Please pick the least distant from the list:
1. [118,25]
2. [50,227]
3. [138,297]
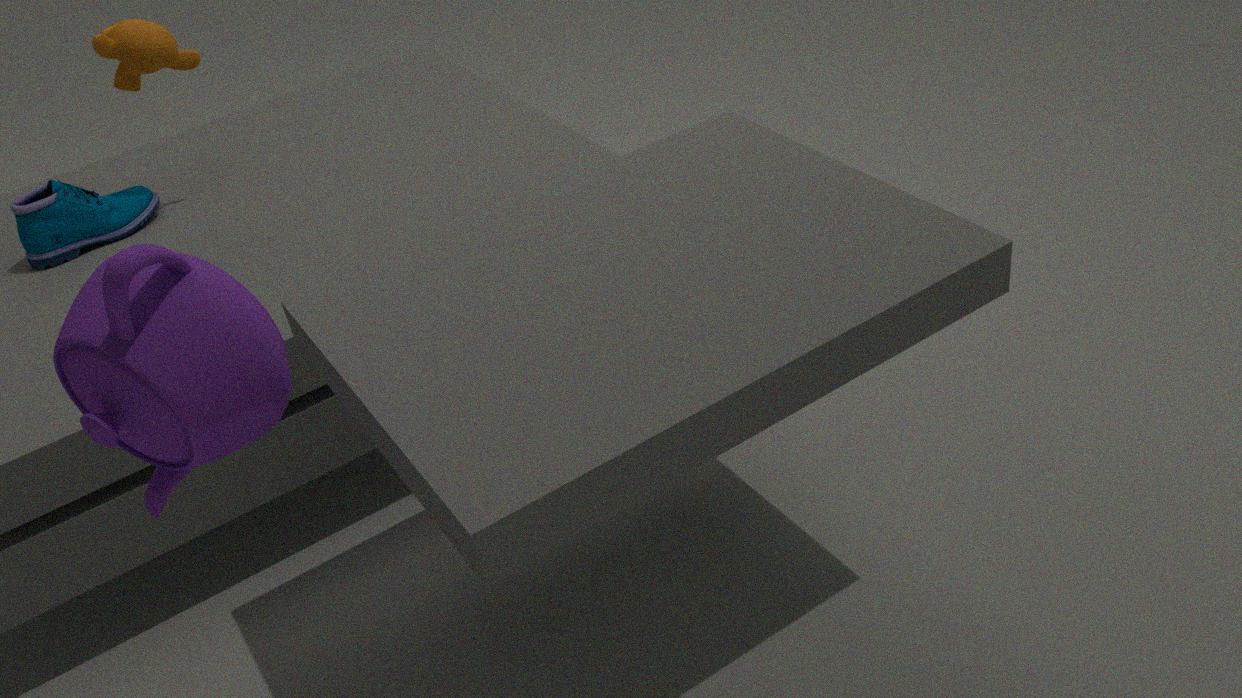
[138,297]
